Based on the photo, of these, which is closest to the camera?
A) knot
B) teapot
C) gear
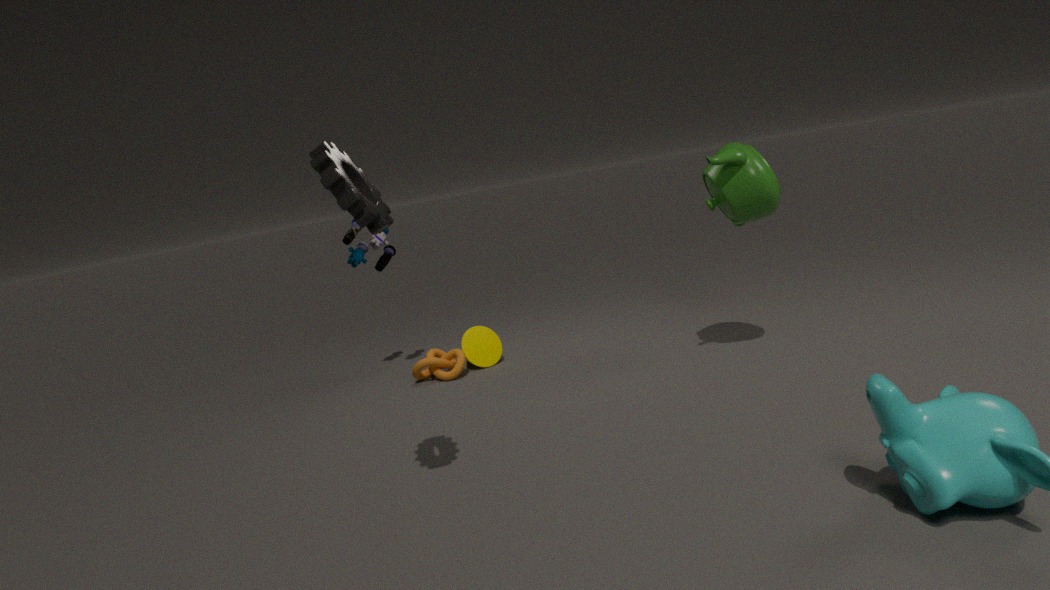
gear
